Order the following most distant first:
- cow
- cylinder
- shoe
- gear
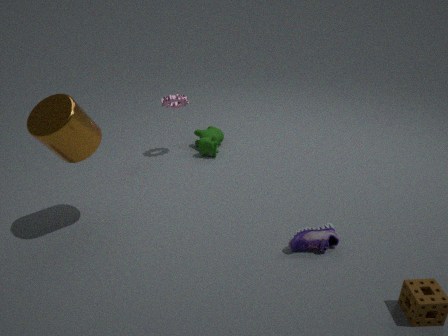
cow, gear, shoe, cylinder
